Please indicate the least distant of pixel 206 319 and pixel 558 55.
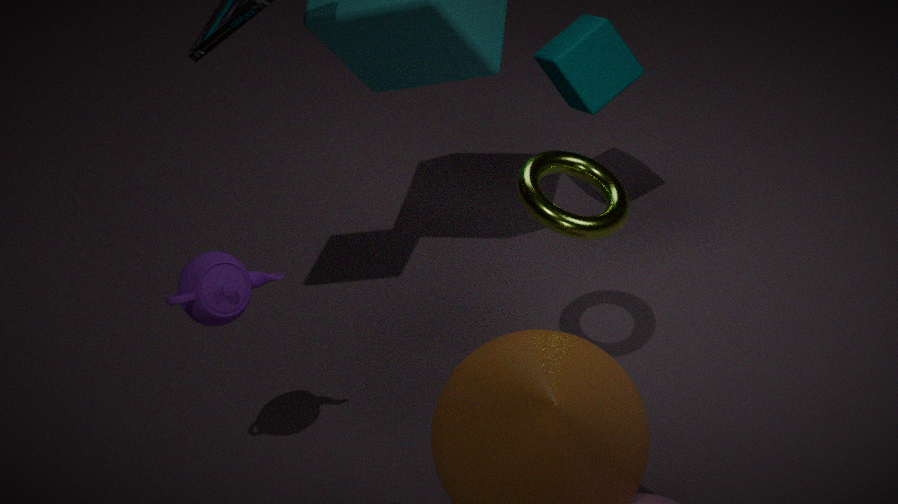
pixel 206 319
